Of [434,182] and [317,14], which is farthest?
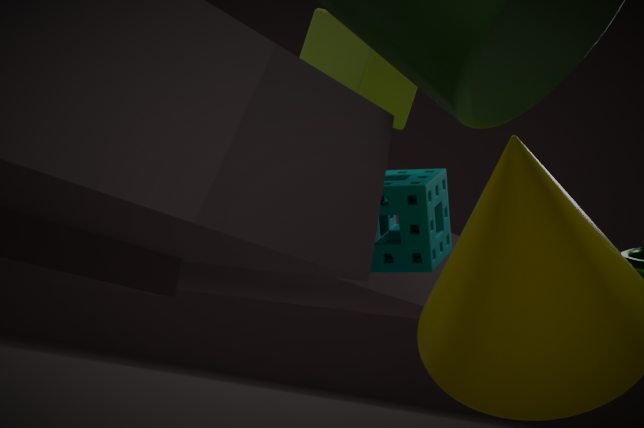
[434,182]
